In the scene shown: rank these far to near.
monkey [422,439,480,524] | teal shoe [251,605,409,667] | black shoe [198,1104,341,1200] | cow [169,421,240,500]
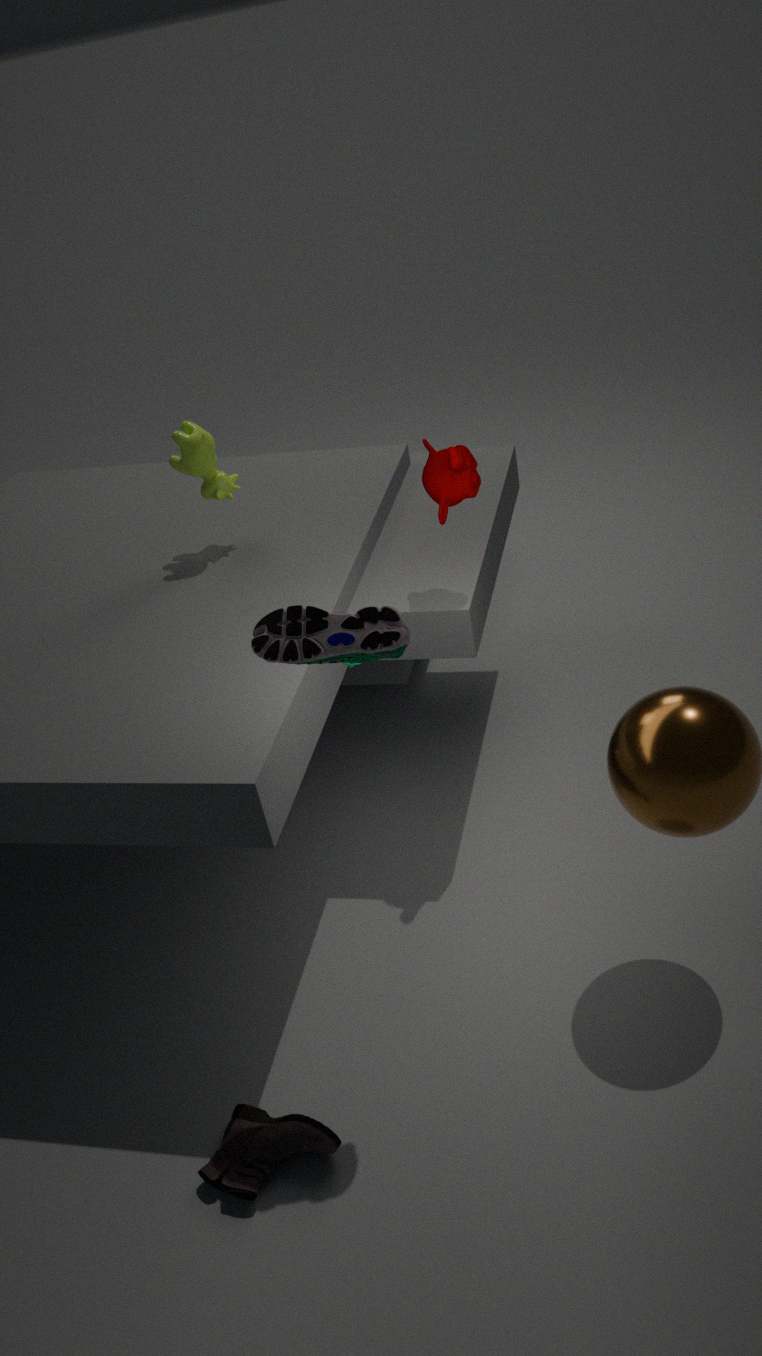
cow [169,421,240,500] → monkey [422,439,480,524] → black shoe [198,1104,341,1200] → teal shoe [251,605,409,667]
